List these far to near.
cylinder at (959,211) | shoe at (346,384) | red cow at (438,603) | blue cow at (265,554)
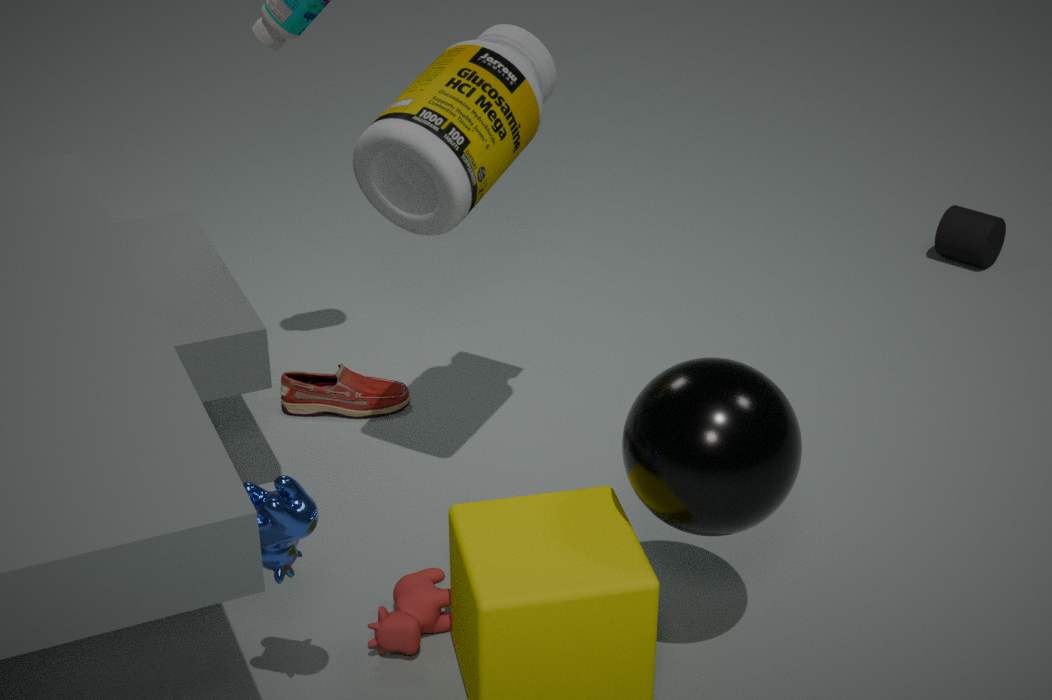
cylinder at (959,211)
shoe at (346,384)
red cow at (438,603)
blue cow at (265,554)
